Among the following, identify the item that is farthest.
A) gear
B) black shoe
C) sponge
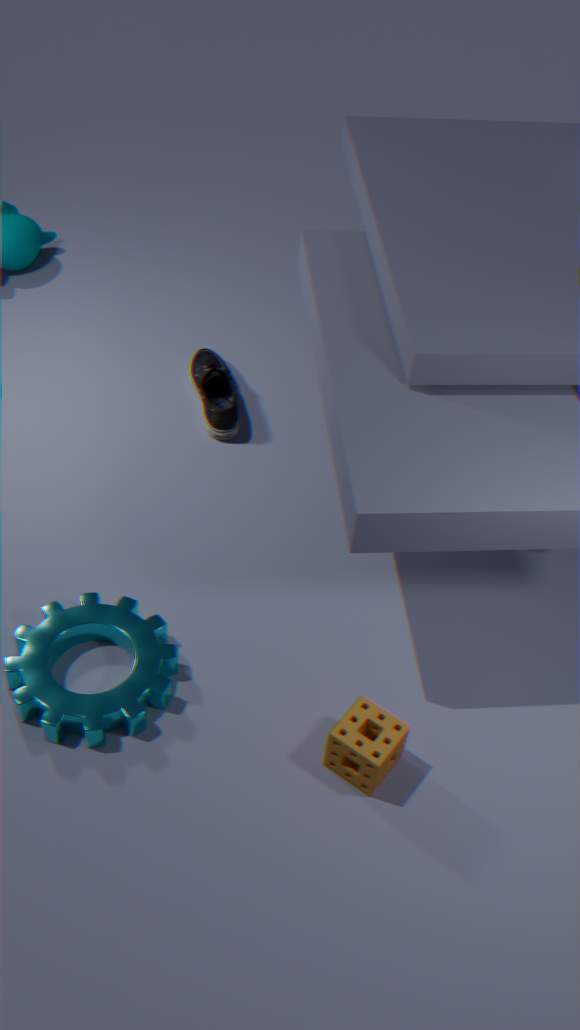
black shoe
